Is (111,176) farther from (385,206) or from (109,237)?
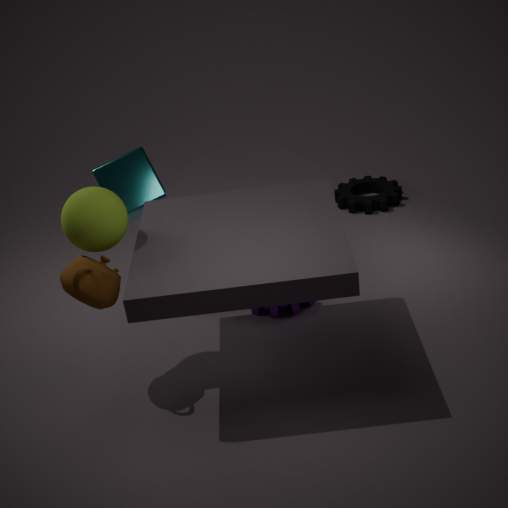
(385,206)
